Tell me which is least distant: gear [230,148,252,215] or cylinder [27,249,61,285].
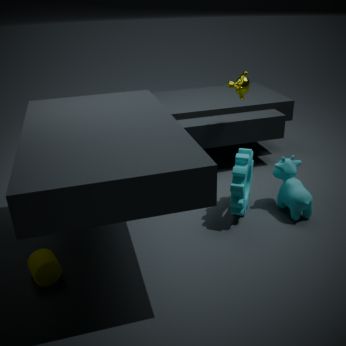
cylinder [27,249,61,285]
